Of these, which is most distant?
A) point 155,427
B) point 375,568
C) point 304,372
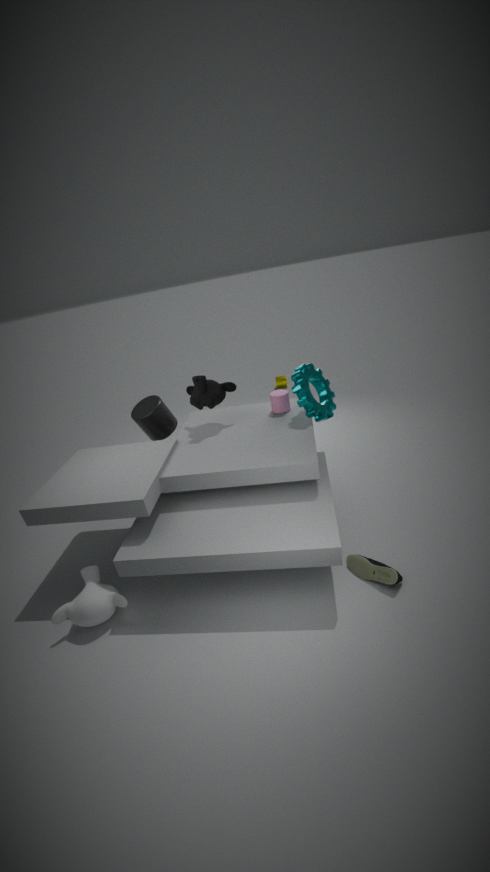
point 155,427
